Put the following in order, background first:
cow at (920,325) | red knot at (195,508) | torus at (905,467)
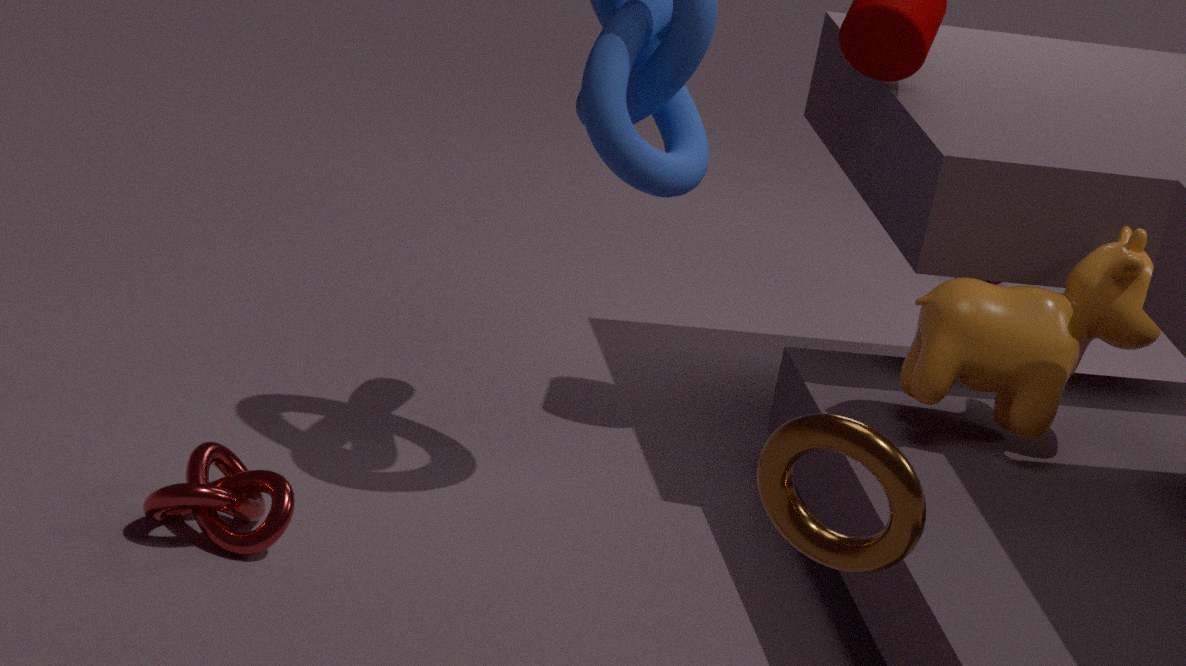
cow at (920,325)
red knot at (195,508)
torus at (905,467)
